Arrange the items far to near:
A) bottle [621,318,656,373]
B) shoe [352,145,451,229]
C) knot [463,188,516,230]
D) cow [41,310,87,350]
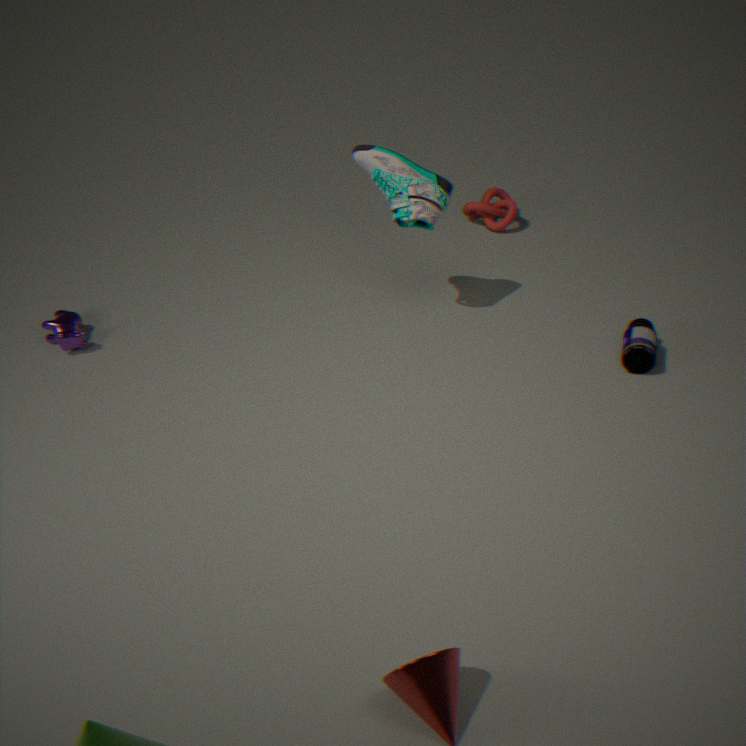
knot [463,188,516,230]
cow [41,310,87,350]
shoe [352,145,451,229]
bottle [621,318,656,373]
